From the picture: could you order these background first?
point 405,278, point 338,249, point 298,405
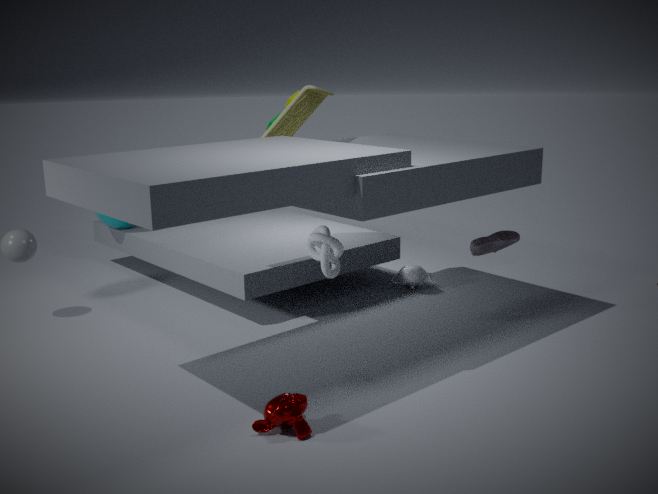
point 405,278 < point 338,249 < point 298,405
